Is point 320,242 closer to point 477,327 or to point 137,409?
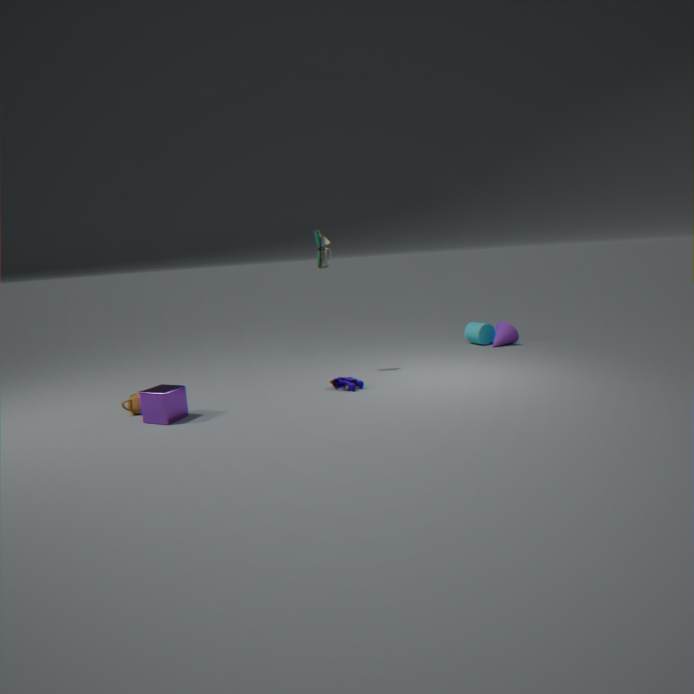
point 137,409
